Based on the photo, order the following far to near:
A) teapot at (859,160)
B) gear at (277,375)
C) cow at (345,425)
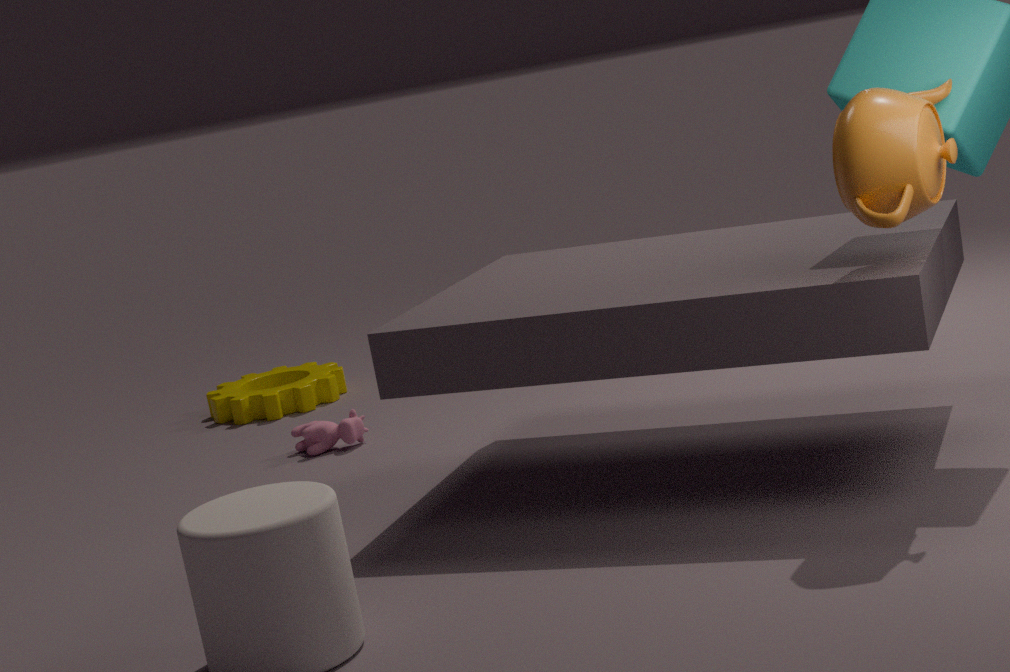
gear at (277,375)
cow at (345,425)
teapot at (859,160)
